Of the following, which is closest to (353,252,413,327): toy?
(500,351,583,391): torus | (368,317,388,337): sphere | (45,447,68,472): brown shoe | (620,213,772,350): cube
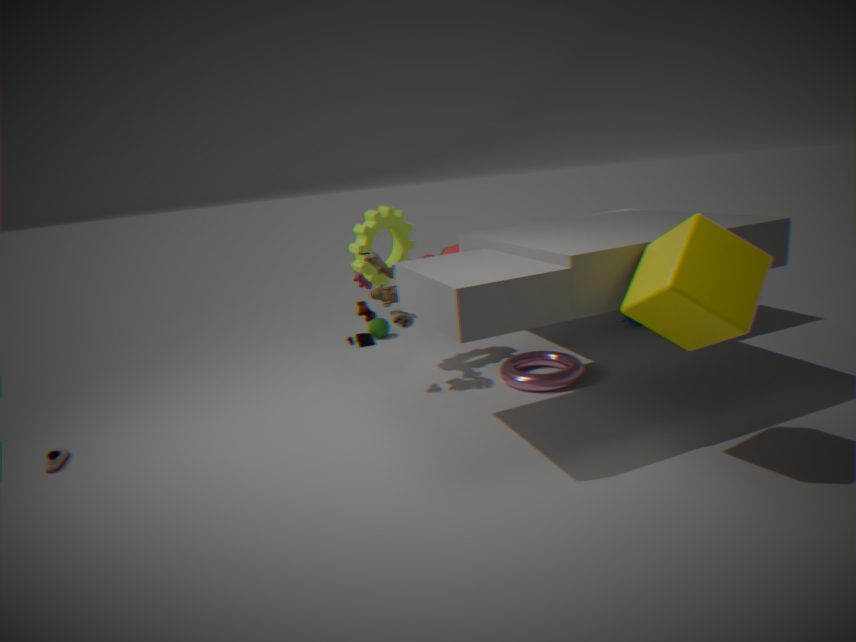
(500,351,583,391): torus
